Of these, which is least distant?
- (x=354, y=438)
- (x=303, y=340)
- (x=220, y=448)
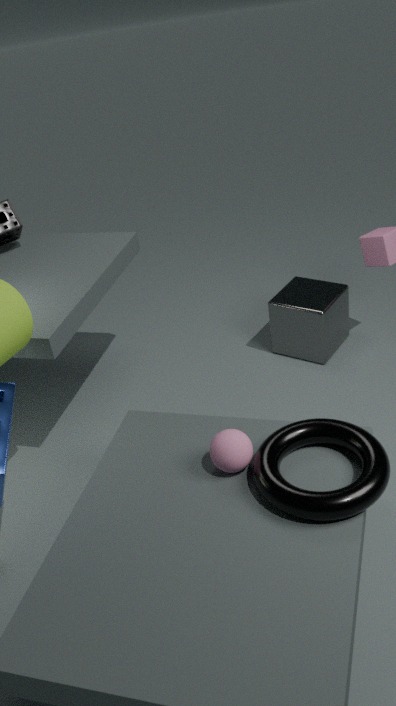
(x=220, y=448)
